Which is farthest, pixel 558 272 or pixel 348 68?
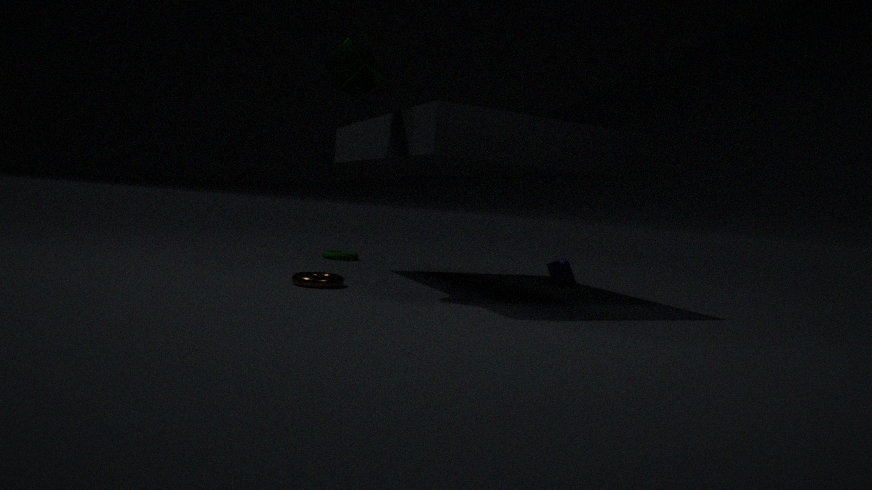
pixel 558 272
